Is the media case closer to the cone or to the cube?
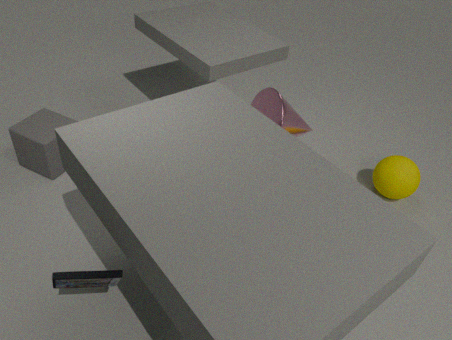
the cone
